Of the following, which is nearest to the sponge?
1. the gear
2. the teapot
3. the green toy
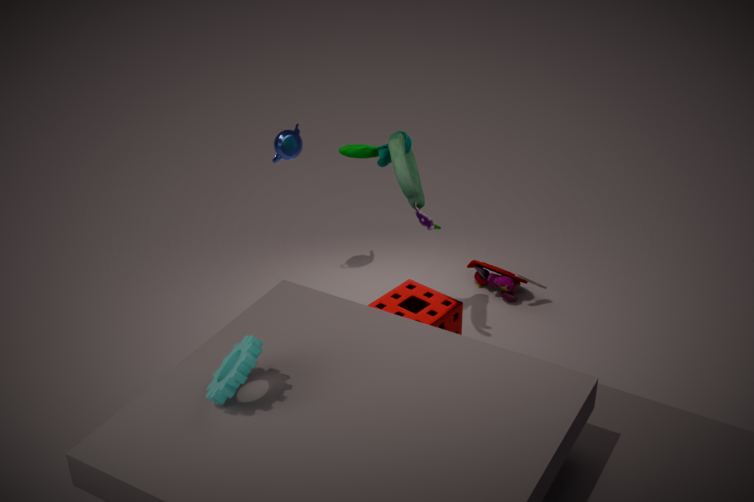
the green toy
